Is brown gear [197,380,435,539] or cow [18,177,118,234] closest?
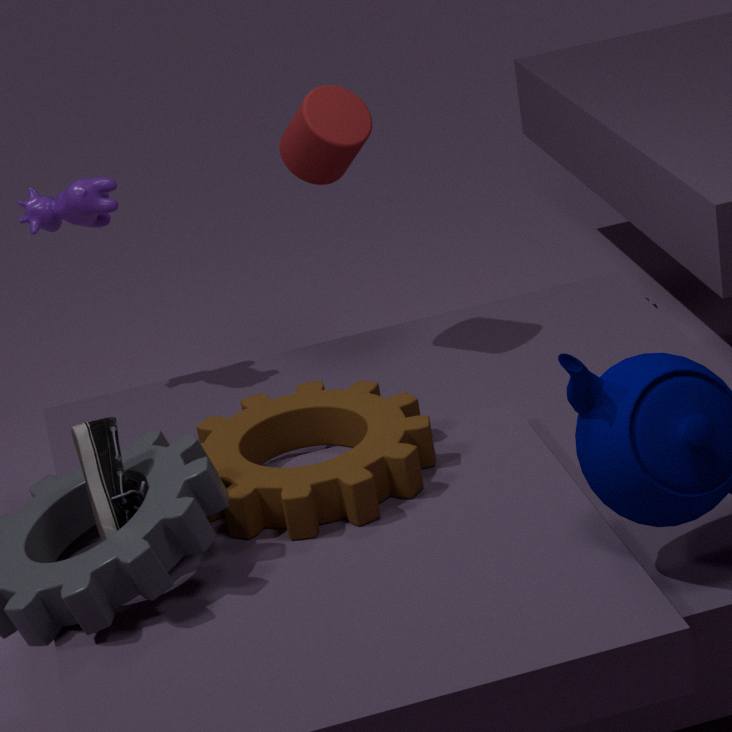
brown gear [197,380,435,539]
